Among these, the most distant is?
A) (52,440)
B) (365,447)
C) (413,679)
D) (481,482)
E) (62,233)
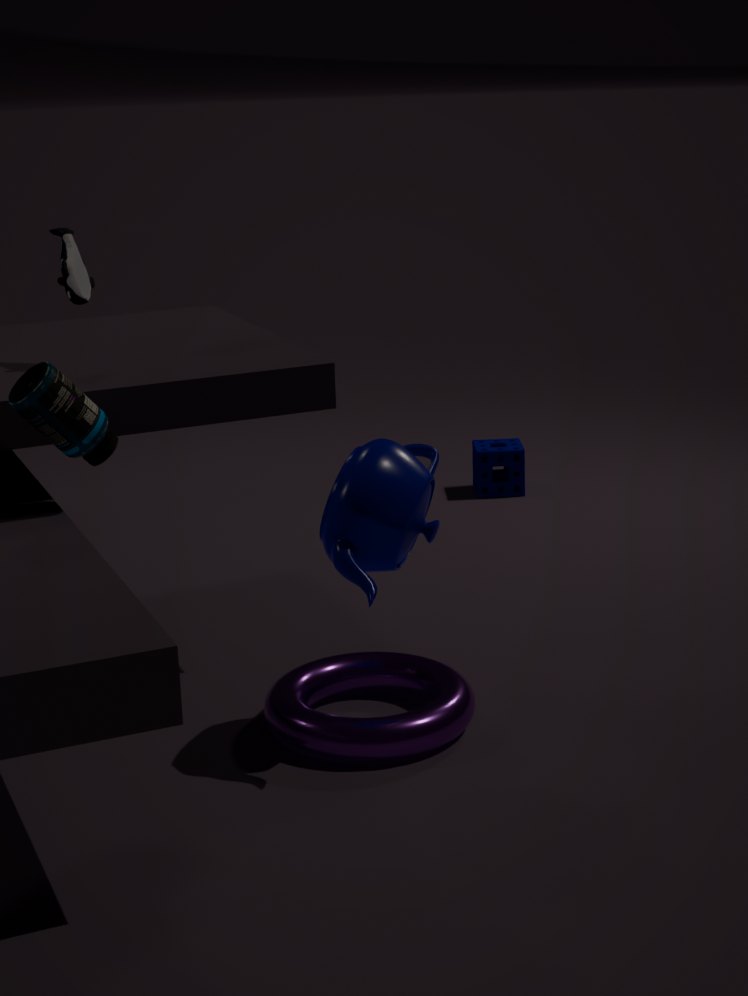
(481,482)
